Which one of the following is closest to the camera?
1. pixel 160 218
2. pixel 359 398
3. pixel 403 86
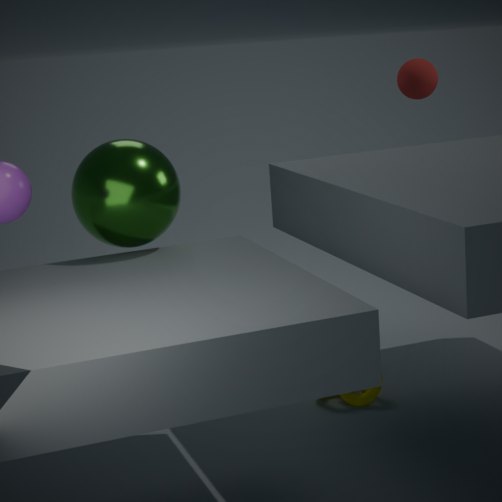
pixel 160 218
